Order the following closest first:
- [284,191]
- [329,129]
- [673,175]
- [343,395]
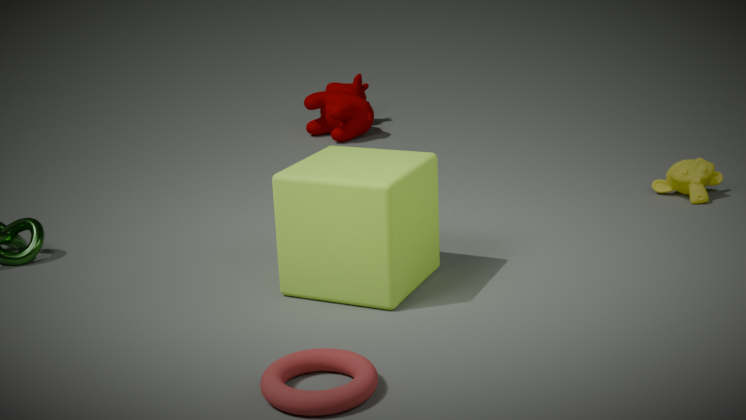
[343,395] < [284,191] < [673,175] < [329,129]
